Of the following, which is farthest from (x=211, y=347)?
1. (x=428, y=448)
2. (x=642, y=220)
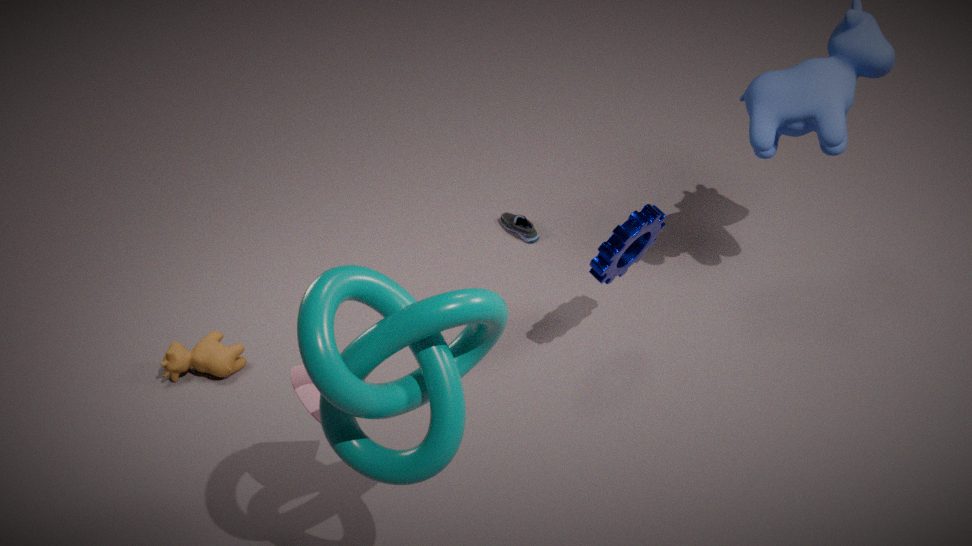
(x=428, y=448)
